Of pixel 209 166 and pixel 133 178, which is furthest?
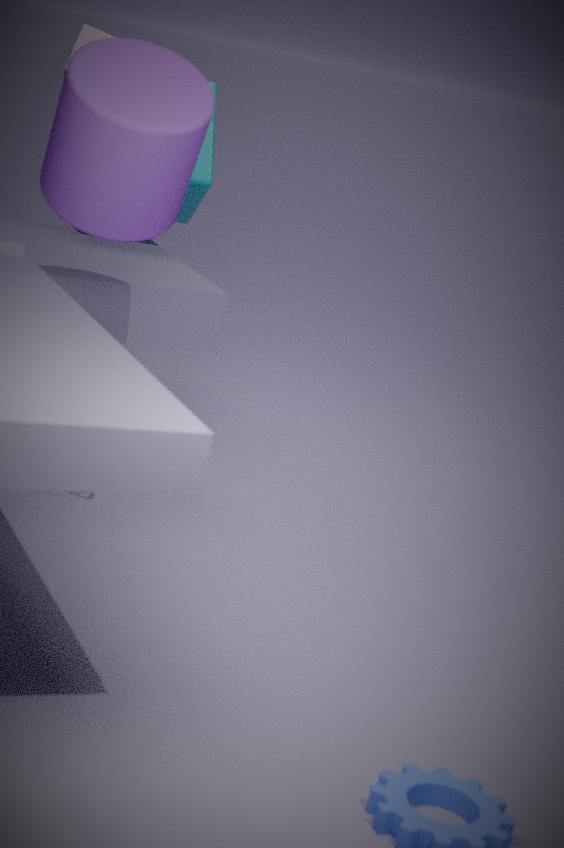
pixel 209 166
